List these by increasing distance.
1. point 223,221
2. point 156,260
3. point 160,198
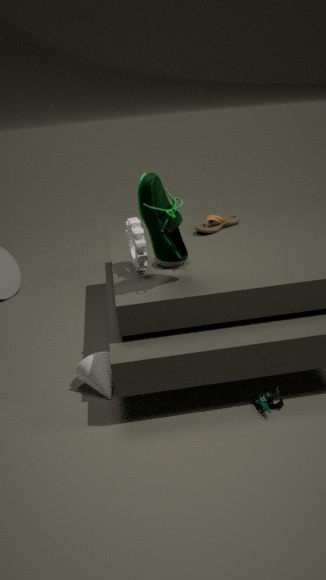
point 160,198 < point 156,260 < point 223,221
